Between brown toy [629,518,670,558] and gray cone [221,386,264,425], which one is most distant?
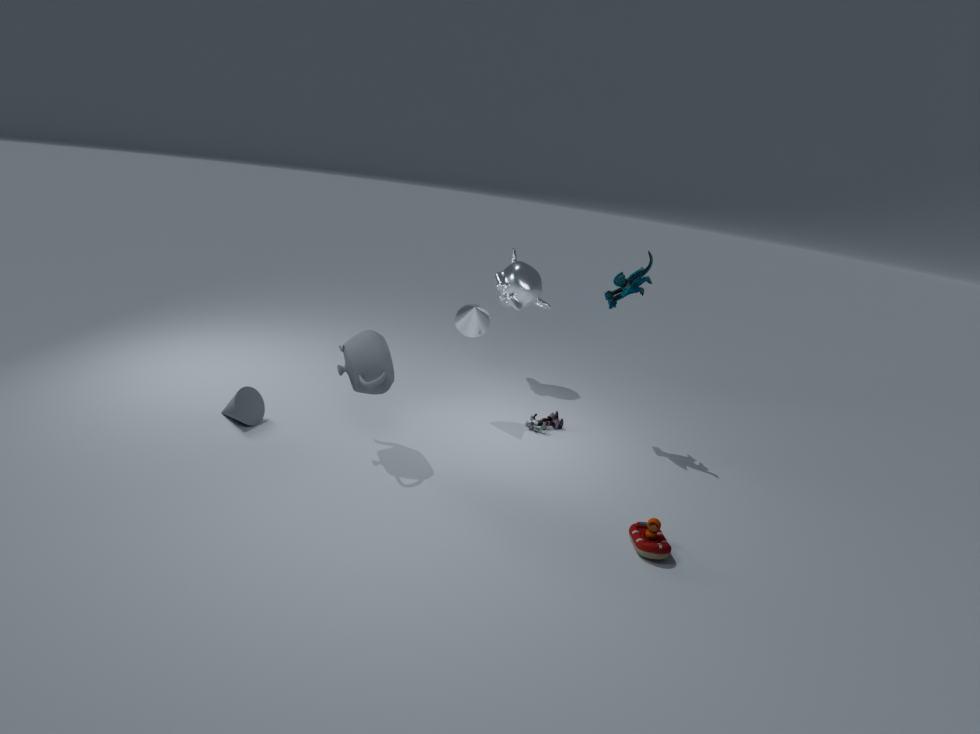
gray cone [221,386,264,425]
